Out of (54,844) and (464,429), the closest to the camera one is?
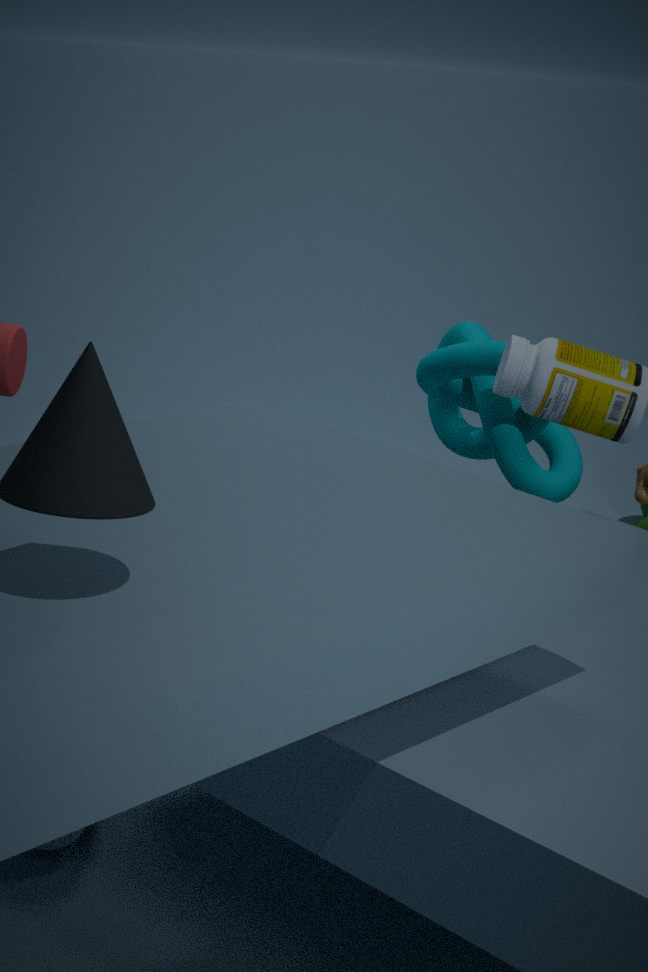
(54,844)
